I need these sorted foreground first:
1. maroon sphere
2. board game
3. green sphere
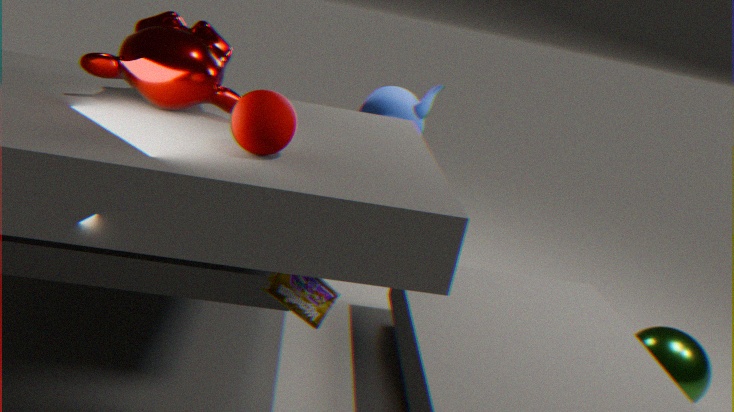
1. maroon sphere
2. board game
3. green sphere
